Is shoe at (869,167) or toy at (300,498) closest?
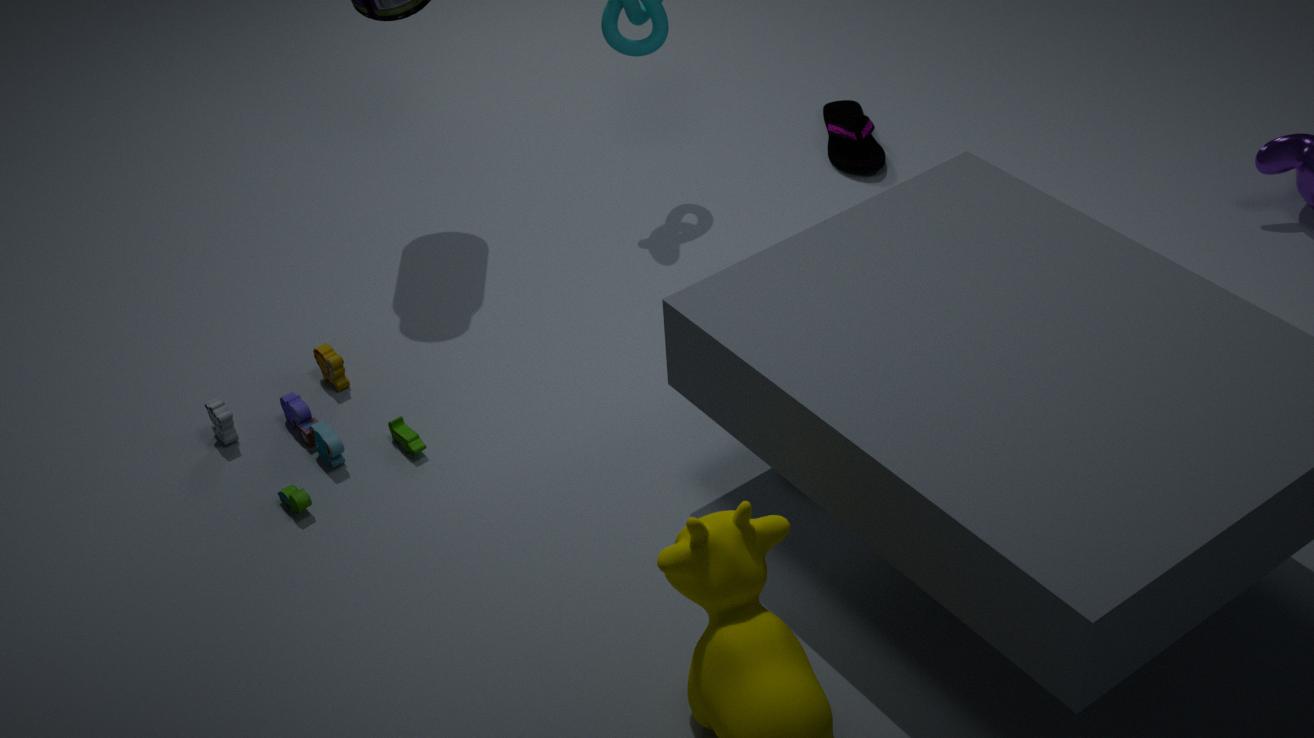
toy at (300,498)
